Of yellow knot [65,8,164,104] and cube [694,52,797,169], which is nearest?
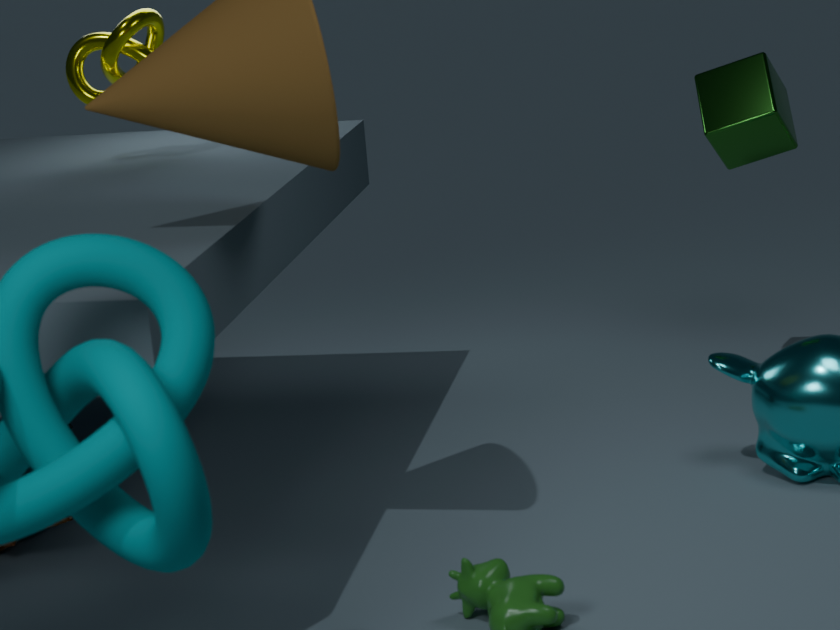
yellow knot [65,8,164,104]
